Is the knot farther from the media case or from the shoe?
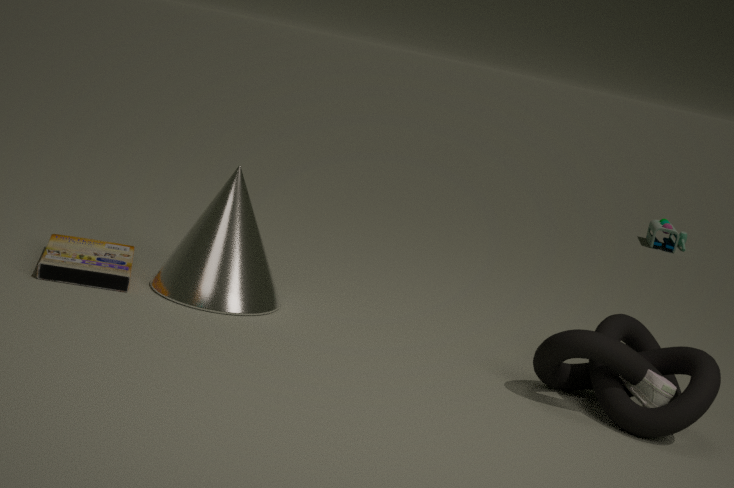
the media case
